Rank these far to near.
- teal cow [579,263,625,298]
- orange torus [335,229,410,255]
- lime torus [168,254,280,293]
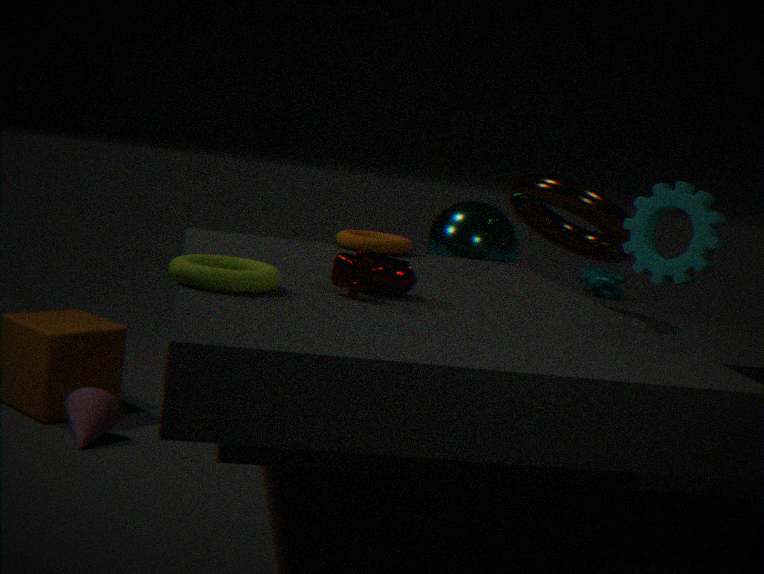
teal cow [579,263,625,298]
orange torus [335,229,410,255]
lime torus [168,254,280,293]
